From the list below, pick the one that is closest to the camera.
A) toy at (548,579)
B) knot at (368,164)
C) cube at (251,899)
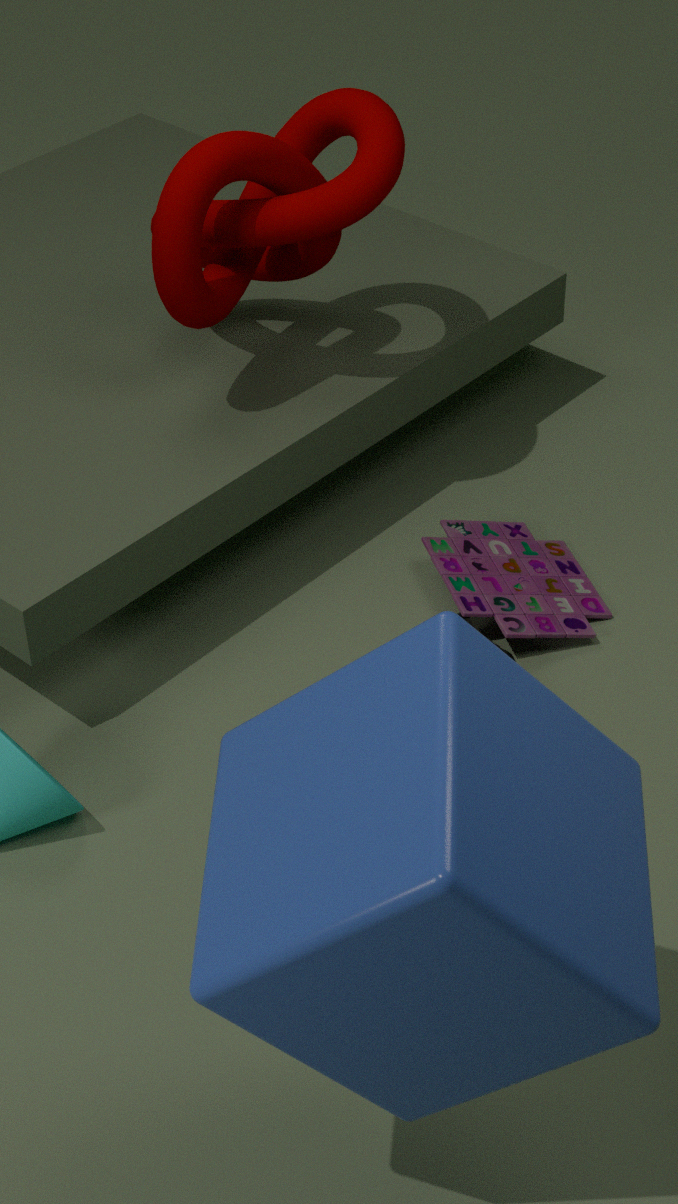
cube at (251,899)
